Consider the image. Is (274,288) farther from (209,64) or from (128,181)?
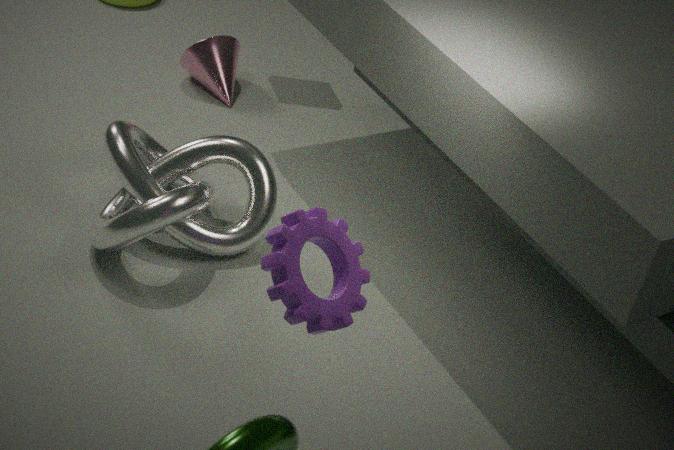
(209,64)
